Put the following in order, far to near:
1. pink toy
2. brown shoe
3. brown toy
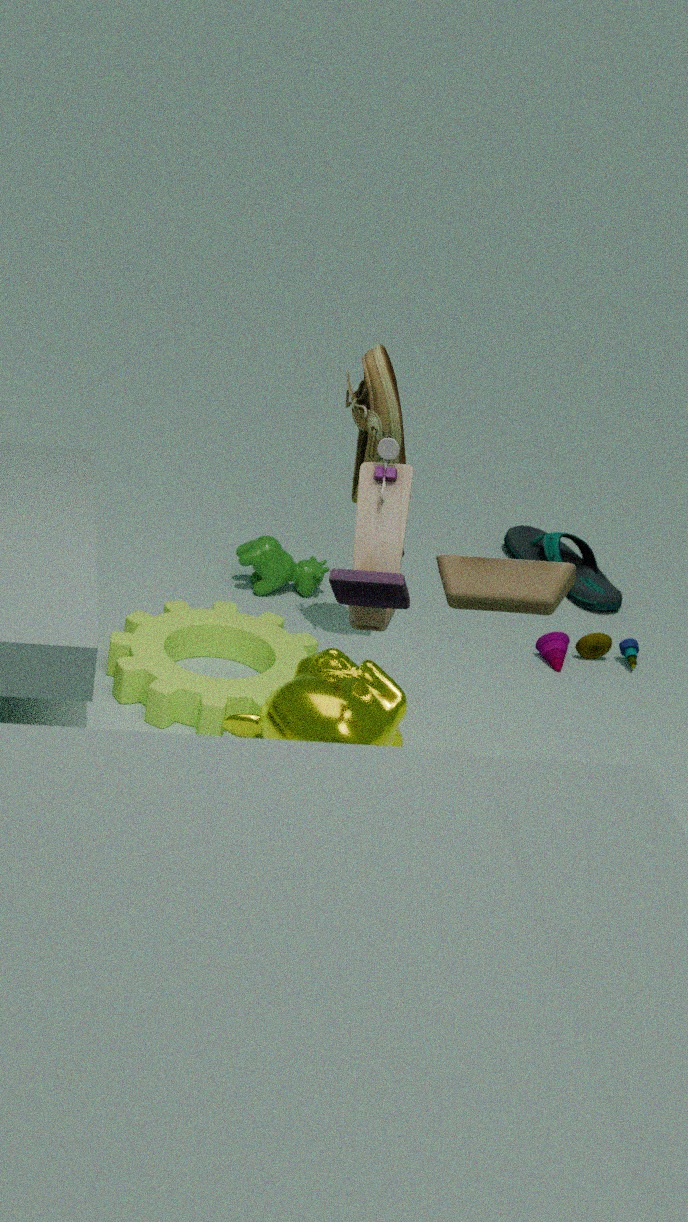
pink toy < brown shoe < brown toy
